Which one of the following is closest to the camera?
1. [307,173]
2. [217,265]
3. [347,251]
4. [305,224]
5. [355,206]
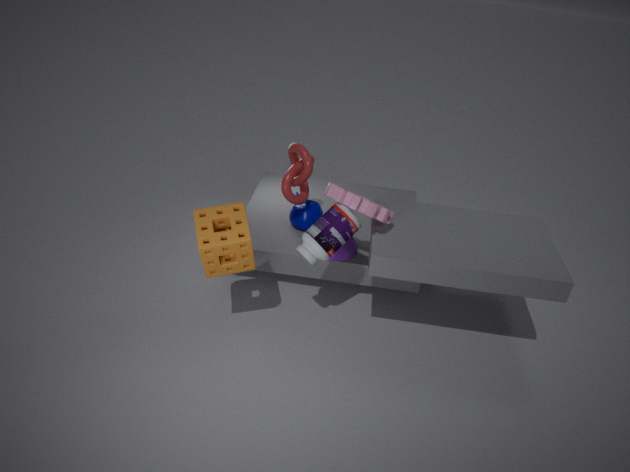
[355,206]
